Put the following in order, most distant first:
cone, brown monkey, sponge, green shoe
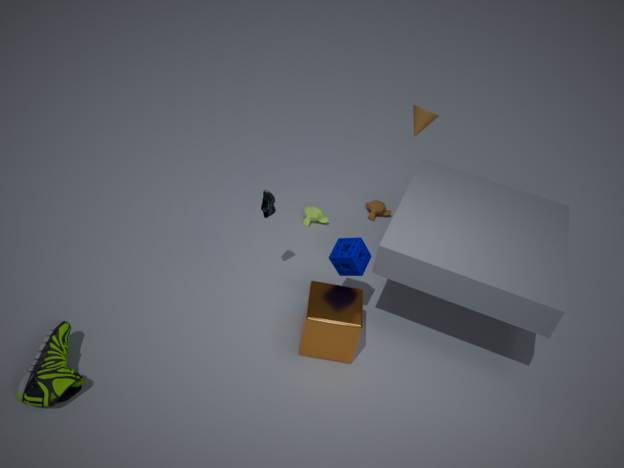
brown monkey → cone → sponge → green shoe
